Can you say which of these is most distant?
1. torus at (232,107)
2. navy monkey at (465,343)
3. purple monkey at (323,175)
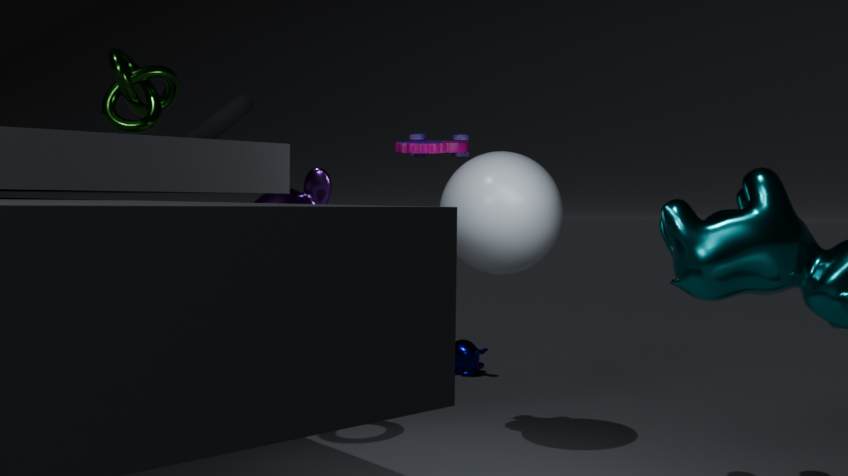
navy monkey at (465,343)
